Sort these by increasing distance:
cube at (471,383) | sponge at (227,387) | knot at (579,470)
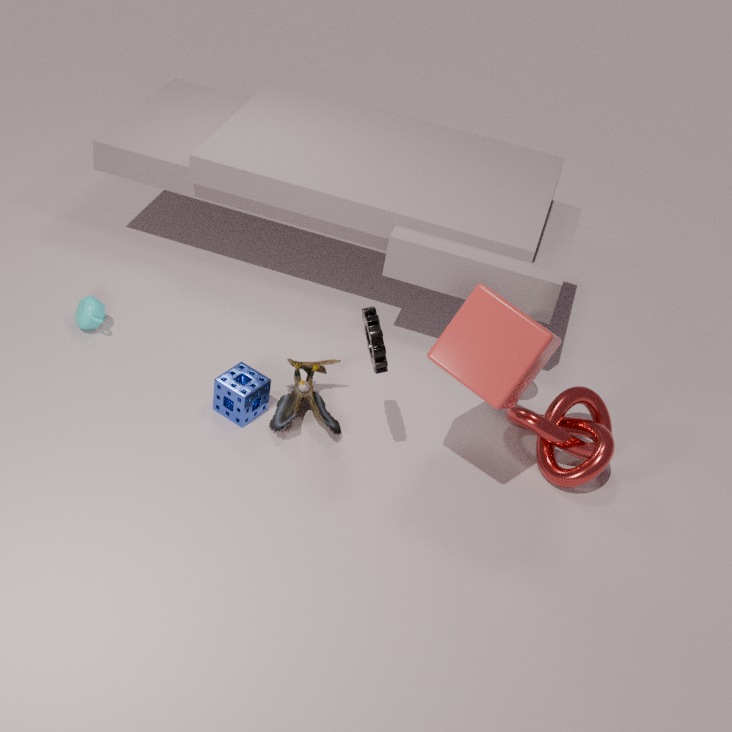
cube at (471,383) → knot at (579,470) → sponge at (227,387)
